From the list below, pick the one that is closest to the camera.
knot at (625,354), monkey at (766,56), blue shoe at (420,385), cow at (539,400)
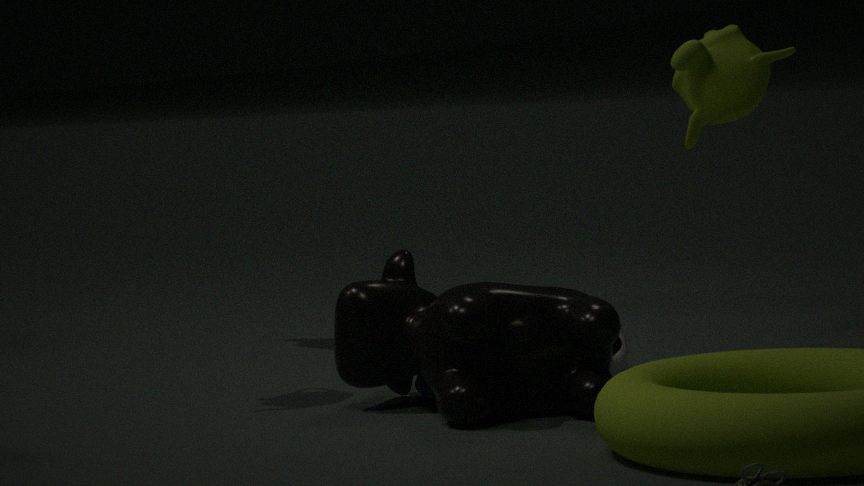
cow at (539,400)
